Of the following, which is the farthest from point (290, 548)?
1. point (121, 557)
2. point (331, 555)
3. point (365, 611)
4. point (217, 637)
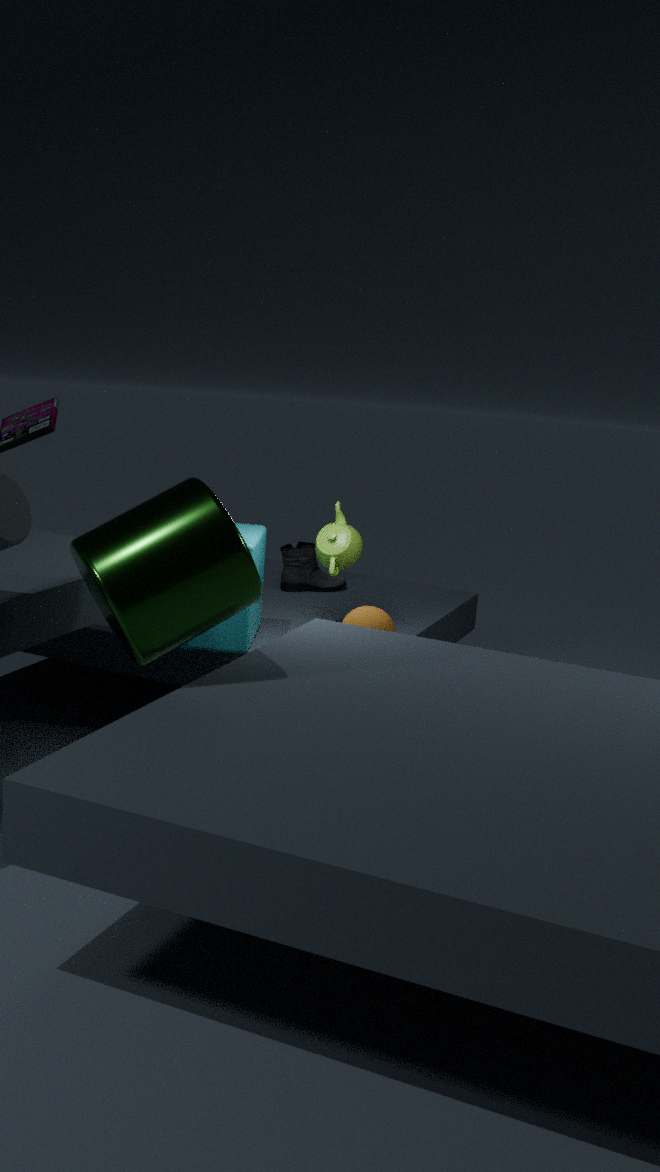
point (121, 557)
